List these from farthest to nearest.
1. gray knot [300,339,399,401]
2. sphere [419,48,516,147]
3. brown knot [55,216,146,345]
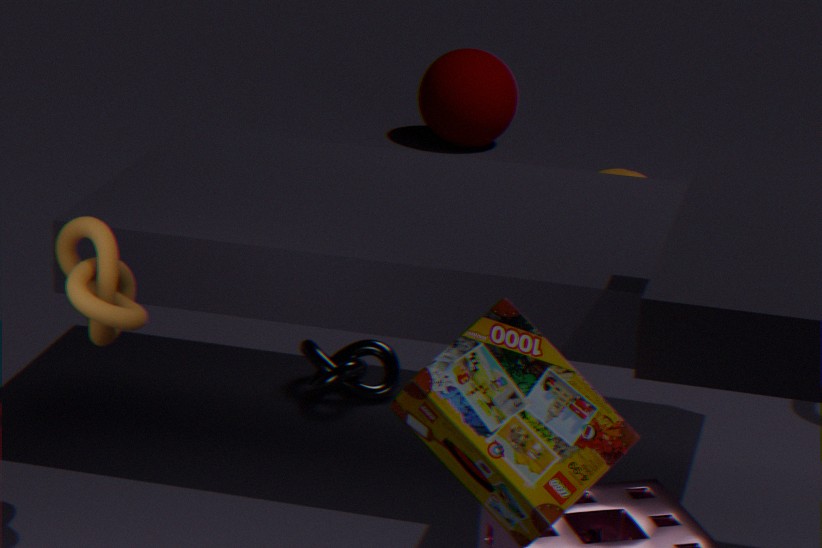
1. sphere [419,48,516,147]
2. gray knot [300,339,399,401]
3. brown knot [55,216,146,345]
